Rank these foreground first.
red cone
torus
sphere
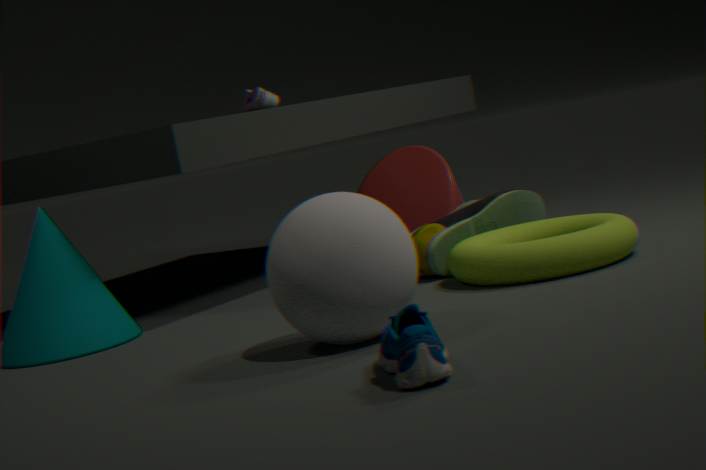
sphere
torus
red cone
